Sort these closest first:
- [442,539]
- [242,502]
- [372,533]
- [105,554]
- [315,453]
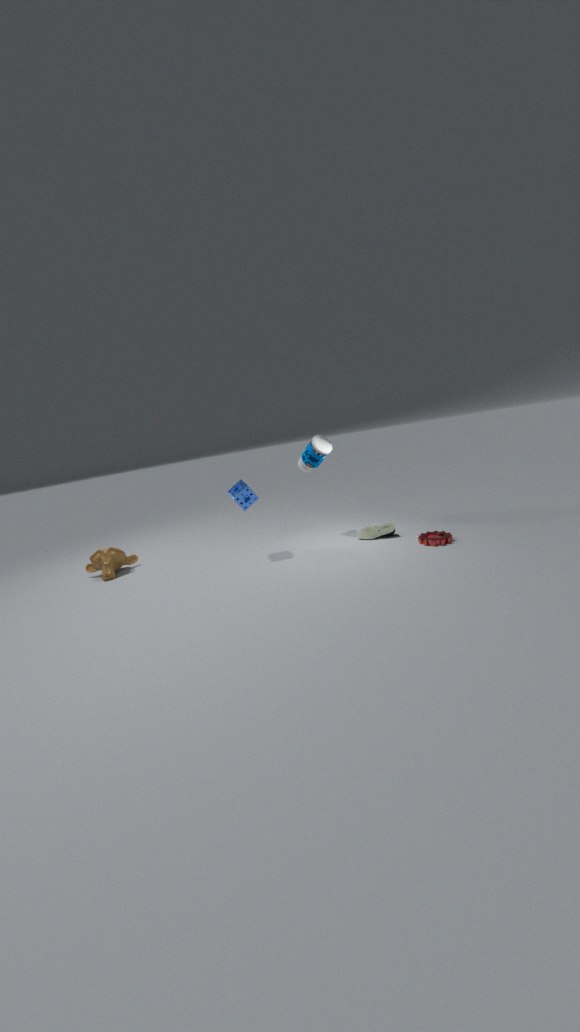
[442,539]
[242,502]
[372,533]
[315,453]
[105,554]
